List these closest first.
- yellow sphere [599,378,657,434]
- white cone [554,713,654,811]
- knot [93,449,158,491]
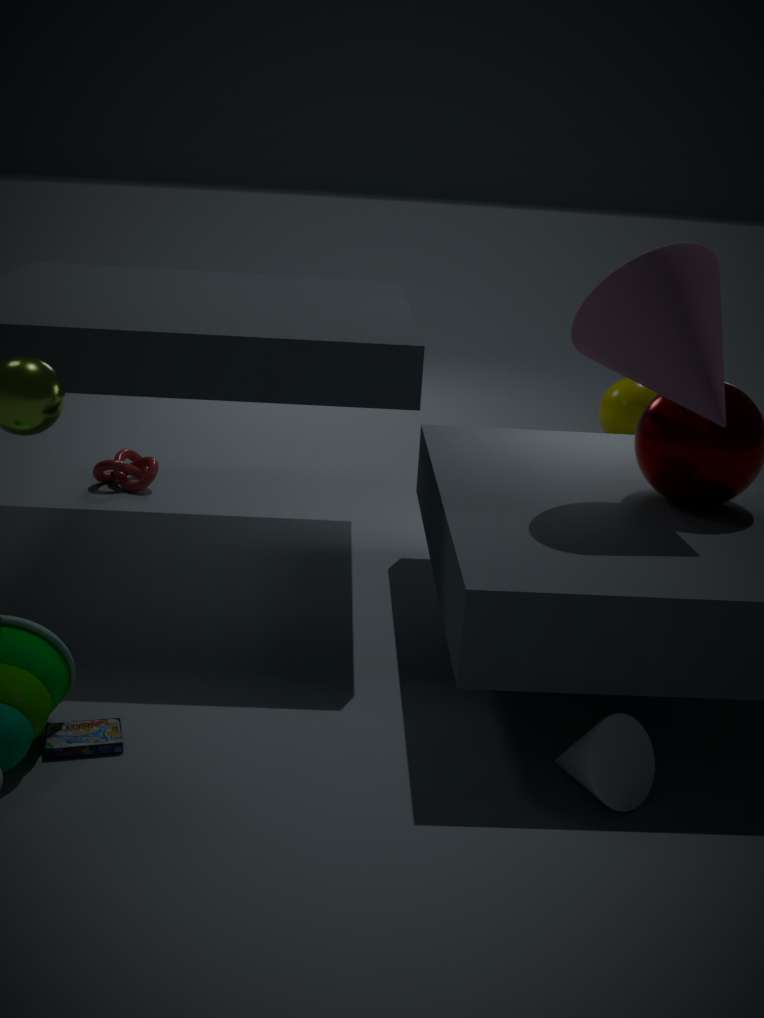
white cone [554,713,654,811] → knot [93,449,158,491] → yellow sphere [599,378,657,434]
